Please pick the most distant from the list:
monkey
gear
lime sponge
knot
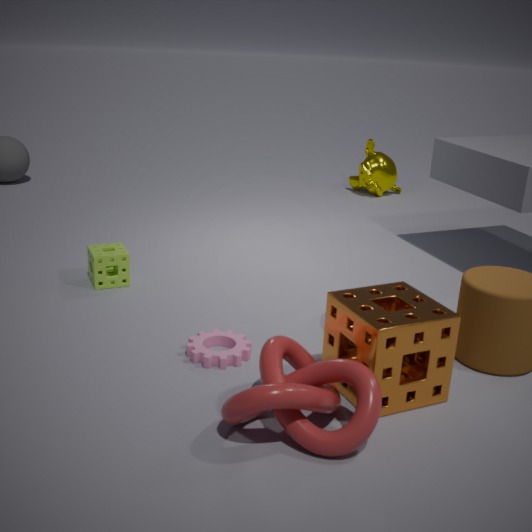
monkey
